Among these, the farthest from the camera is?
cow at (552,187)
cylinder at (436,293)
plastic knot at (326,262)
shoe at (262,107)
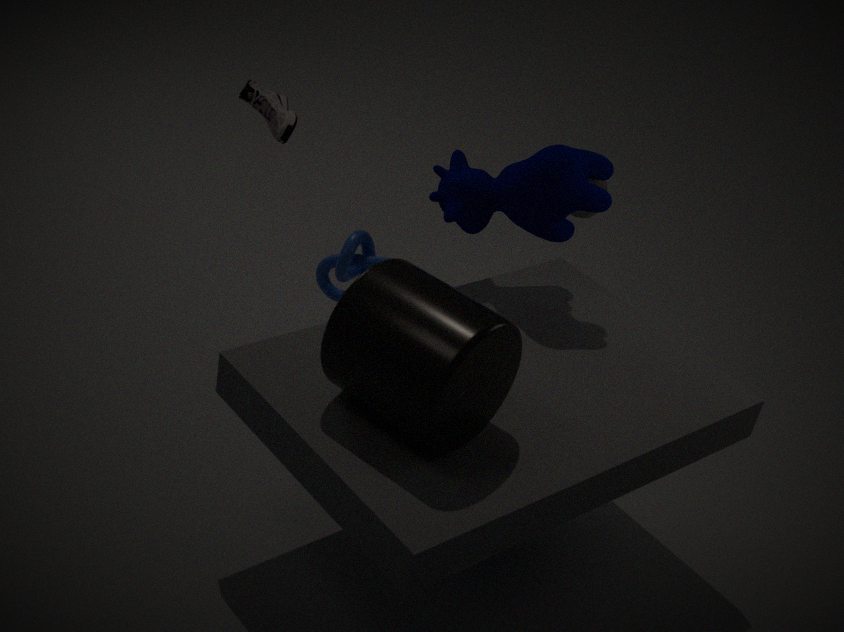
shoe at (262,107)
